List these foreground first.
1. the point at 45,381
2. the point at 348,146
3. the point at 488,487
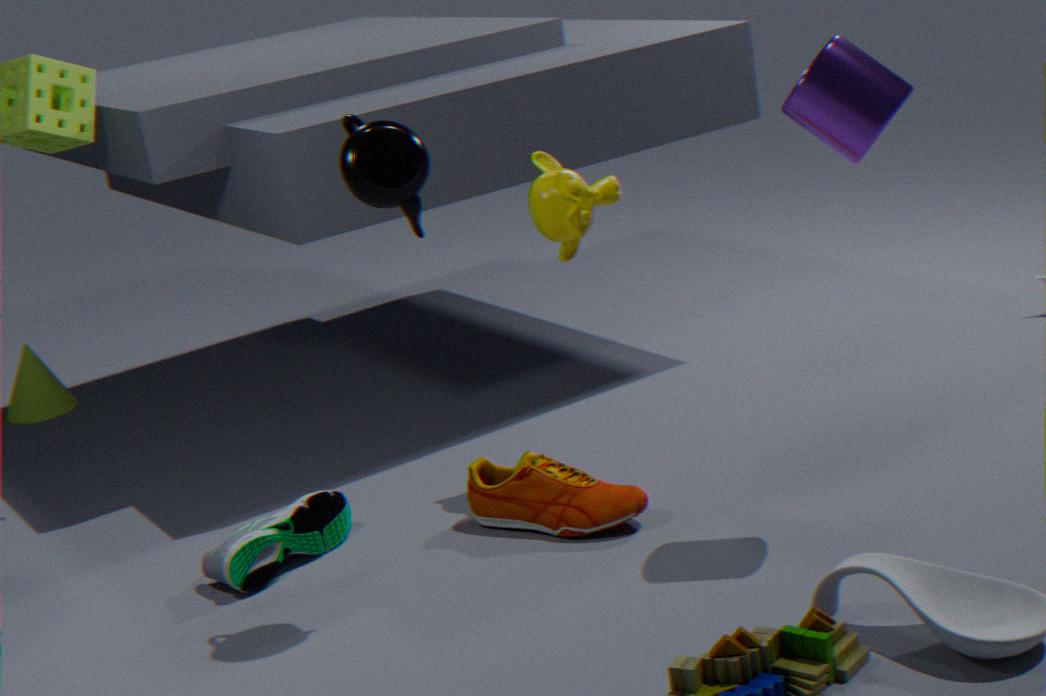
the point at 348,146, the point at 488,487, the point at 45,381
